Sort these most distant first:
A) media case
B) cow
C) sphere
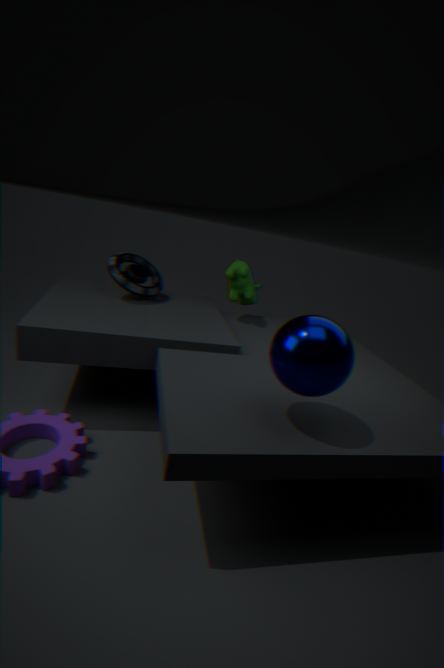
1. cow
2. media case
3. sphere
